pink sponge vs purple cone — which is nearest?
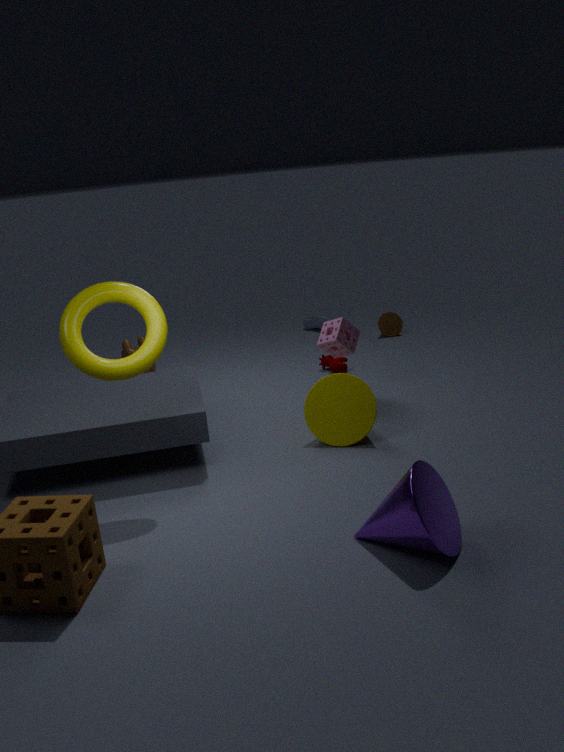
purple cone
